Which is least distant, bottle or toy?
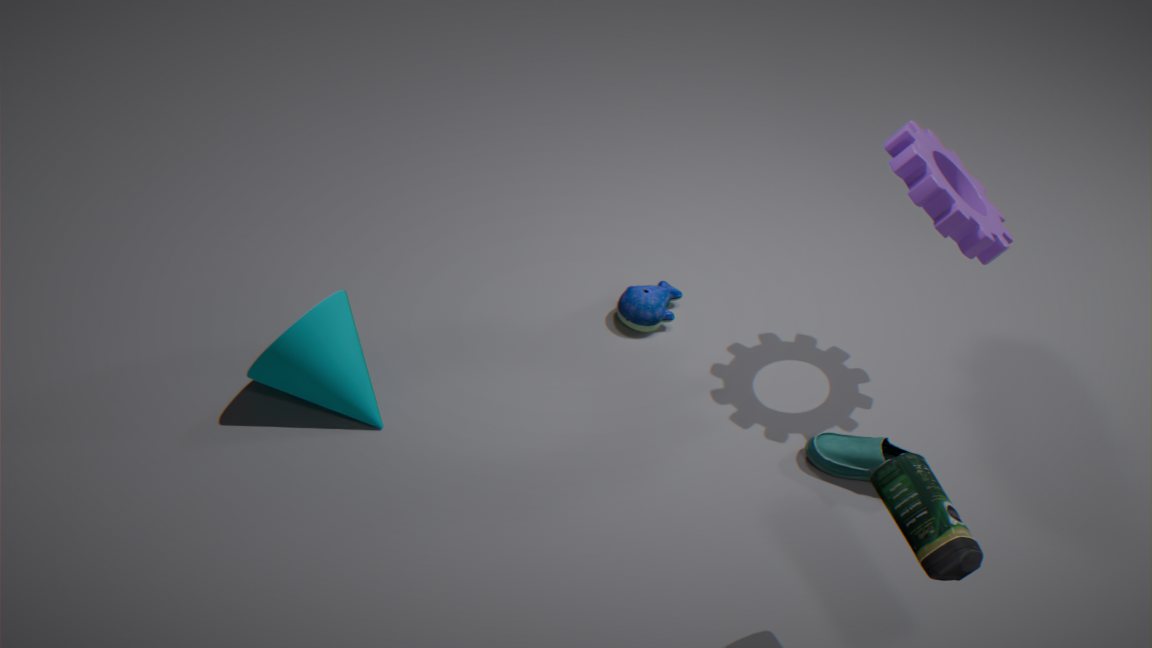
bottle
